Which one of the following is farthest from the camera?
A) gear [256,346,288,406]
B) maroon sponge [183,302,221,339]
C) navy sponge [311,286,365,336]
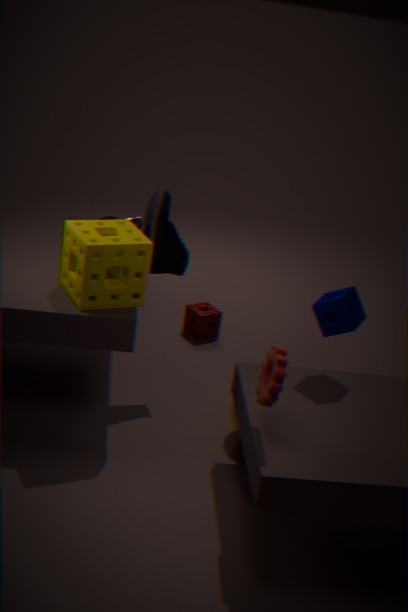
maroon sponge [183,302,221,339]
